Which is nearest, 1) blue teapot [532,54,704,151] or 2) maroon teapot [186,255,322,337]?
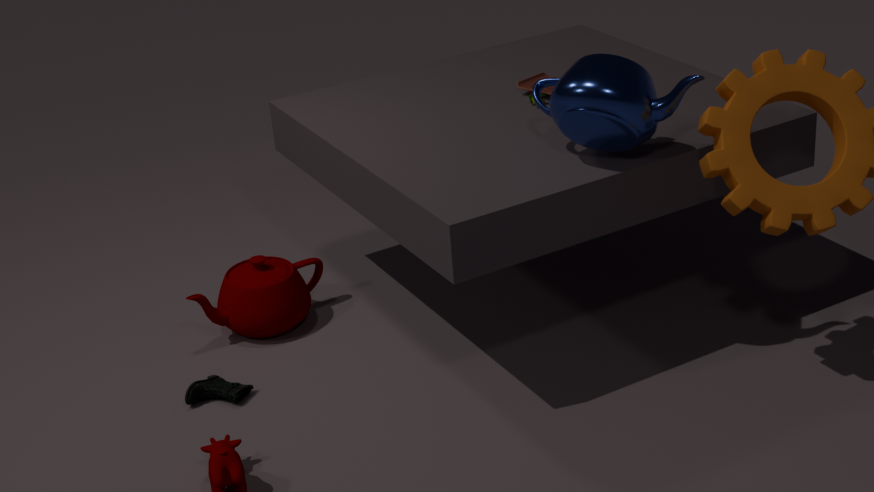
1. blue teapot [532,54,704,151]
